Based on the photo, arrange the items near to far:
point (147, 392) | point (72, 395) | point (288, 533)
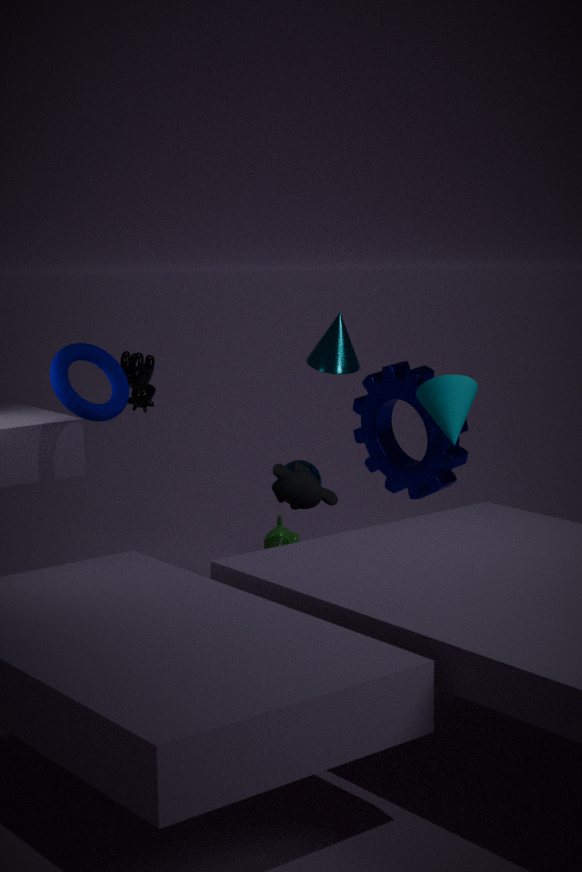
point (72, 395)
point (147, 392)
point (288, 533)
